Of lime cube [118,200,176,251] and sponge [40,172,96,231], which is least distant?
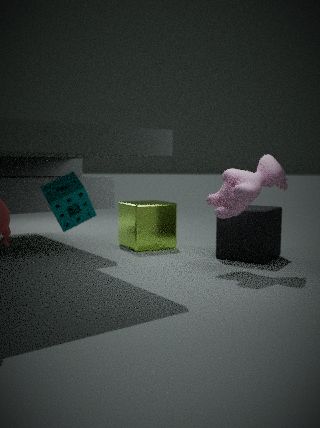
sponge [40,172,96,231]
